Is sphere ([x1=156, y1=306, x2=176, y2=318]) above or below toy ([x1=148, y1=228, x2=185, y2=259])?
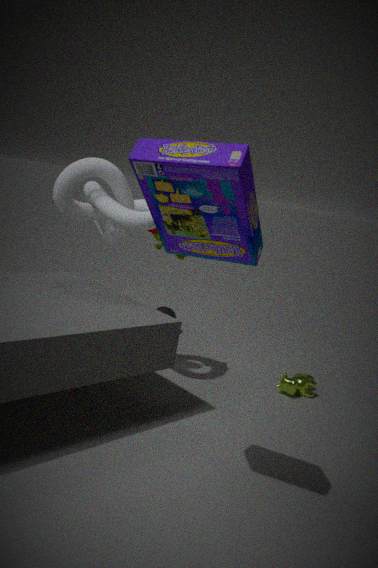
below
